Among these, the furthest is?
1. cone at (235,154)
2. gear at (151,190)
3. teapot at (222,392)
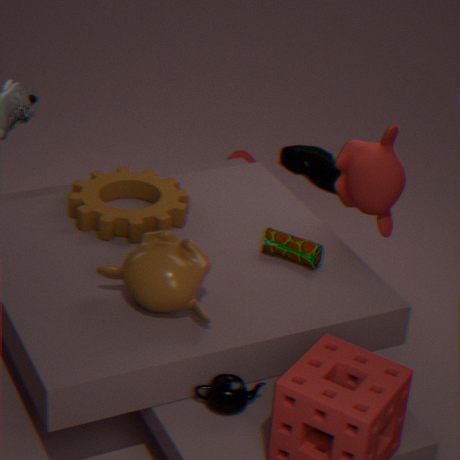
cone at (235,154)
